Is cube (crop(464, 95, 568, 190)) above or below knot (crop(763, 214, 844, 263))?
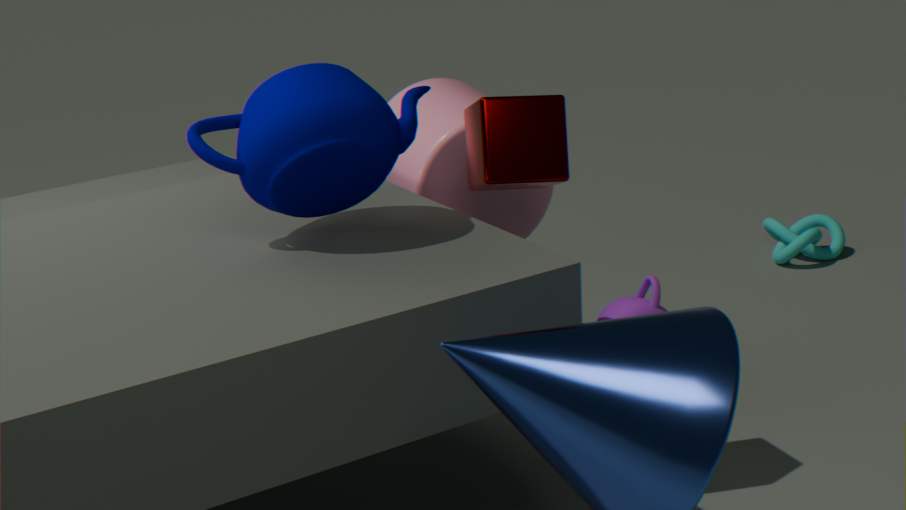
above
